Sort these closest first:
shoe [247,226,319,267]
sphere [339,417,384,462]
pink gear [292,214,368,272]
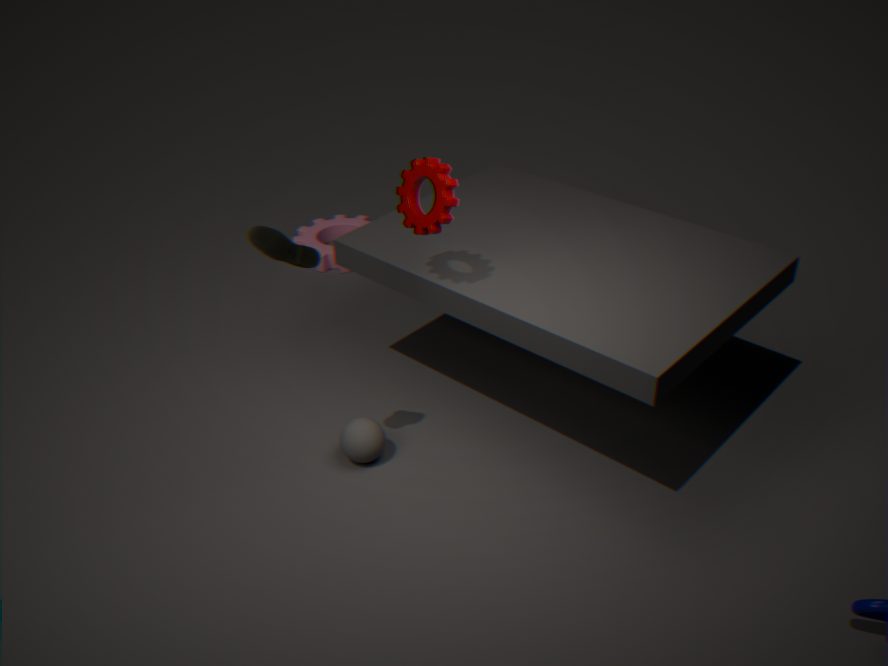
1. shoe [247,226,319,267]
2. sphere [339,417,384,462]
3. pink gear [292,214,368,272]
